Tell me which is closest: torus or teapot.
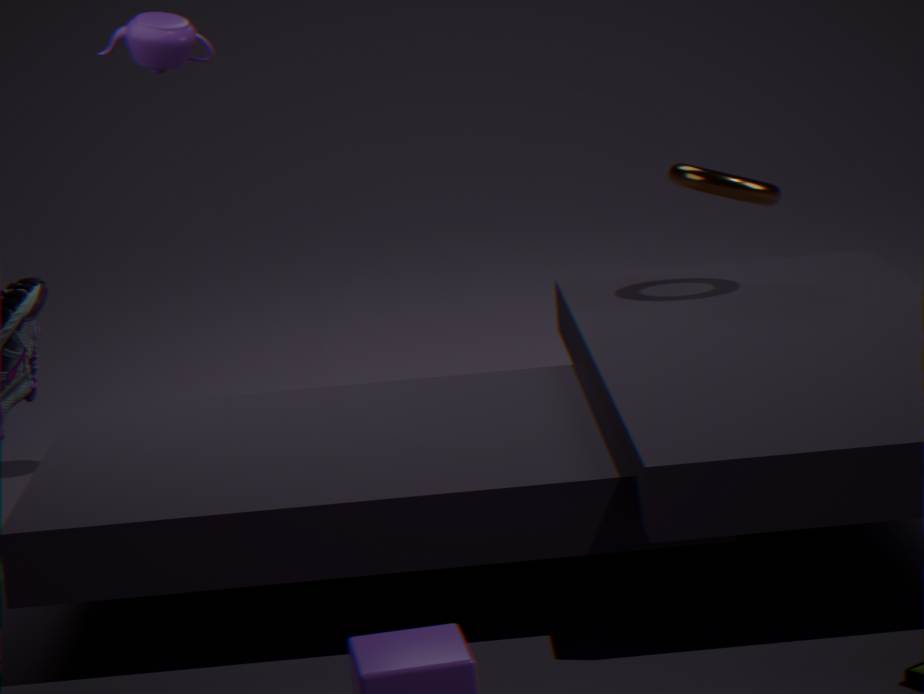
torus
